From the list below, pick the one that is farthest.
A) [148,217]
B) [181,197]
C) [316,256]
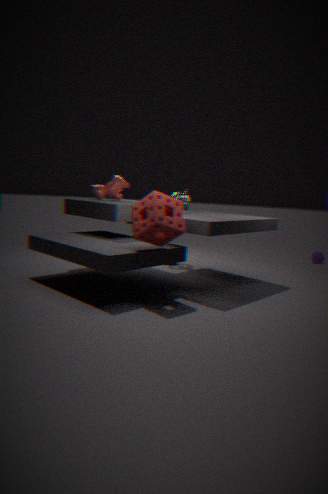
[316,256]
